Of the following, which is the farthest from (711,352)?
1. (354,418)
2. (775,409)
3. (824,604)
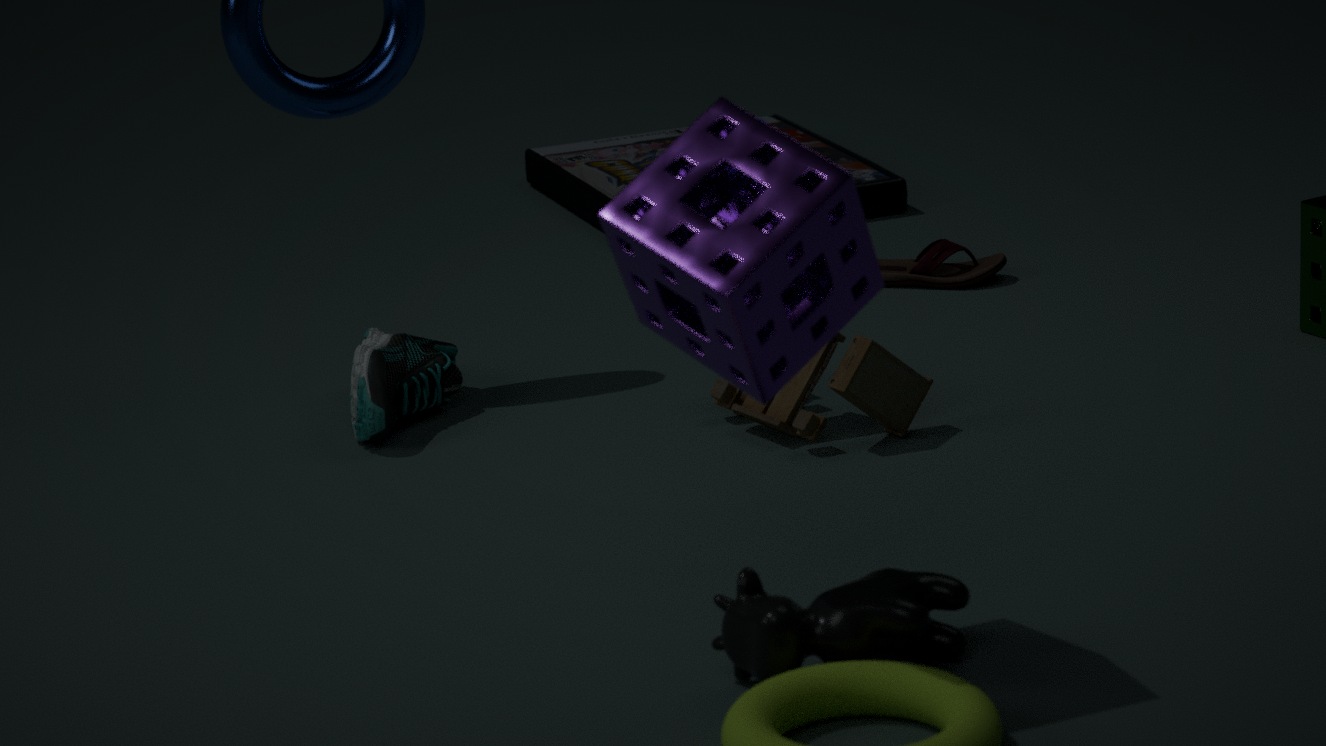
(354,418)
